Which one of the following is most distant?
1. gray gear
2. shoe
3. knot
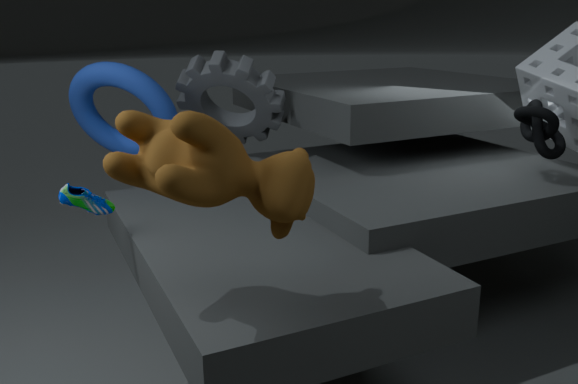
gray gear
